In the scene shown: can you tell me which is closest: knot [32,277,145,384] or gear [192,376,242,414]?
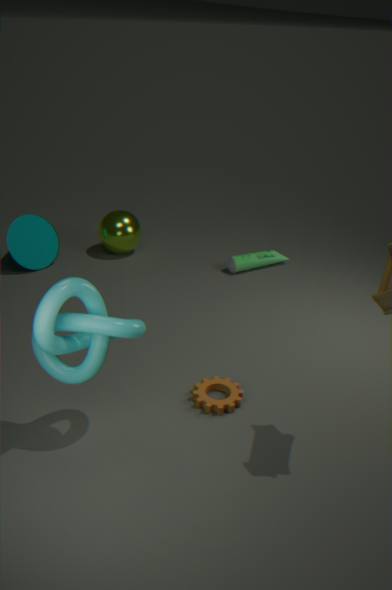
knot [32,277,145,384]
